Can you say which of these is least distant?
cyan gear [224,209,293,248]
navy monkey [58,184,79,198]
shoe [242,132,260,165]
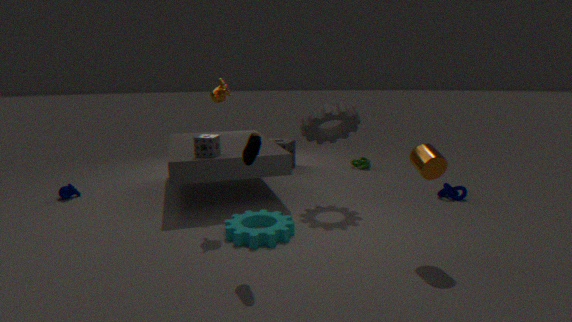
shoe [242,132,260,165]
